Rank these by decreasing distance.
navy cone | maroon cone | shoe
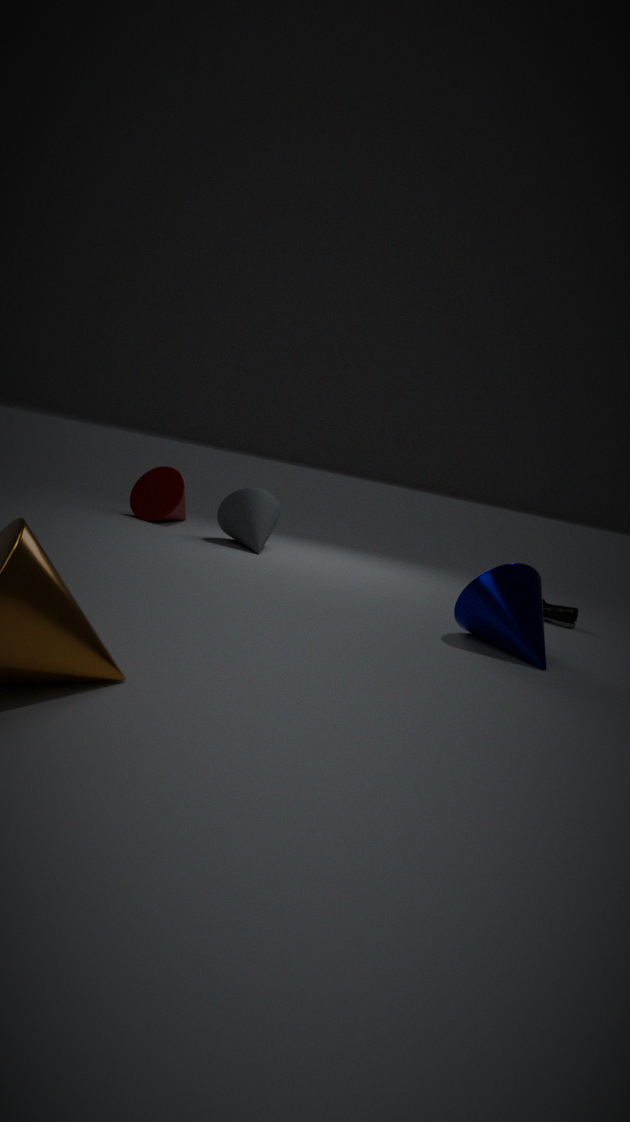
maroon cone
shoe
navy cone
